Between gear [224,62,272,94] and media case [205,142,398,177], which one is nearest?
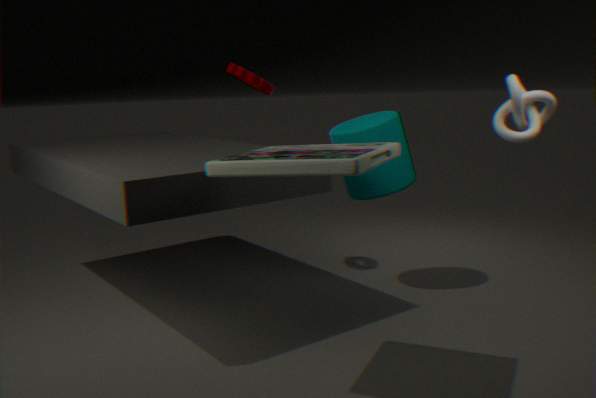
media case [205,142,398,177]
